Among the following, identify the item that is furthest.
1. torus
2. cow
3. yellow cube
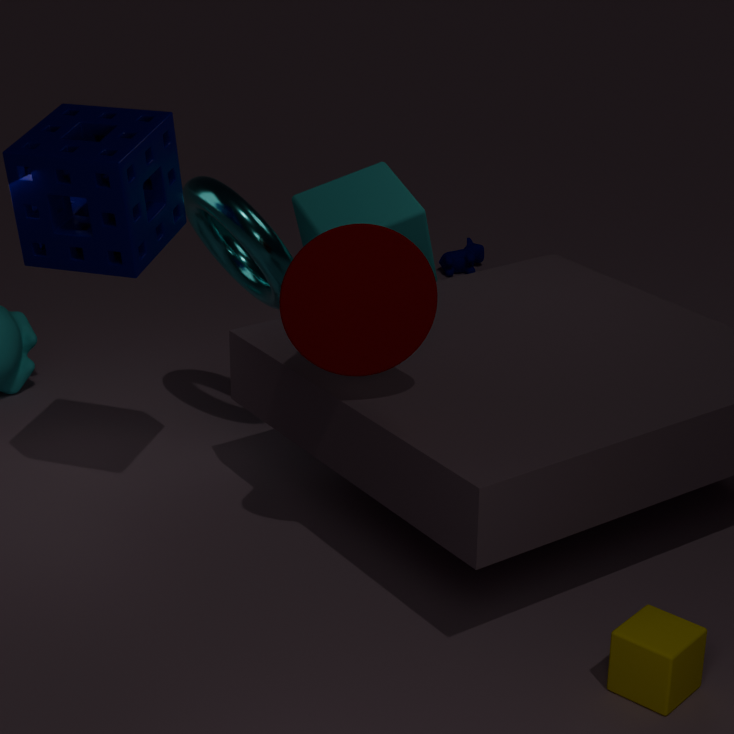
cow
